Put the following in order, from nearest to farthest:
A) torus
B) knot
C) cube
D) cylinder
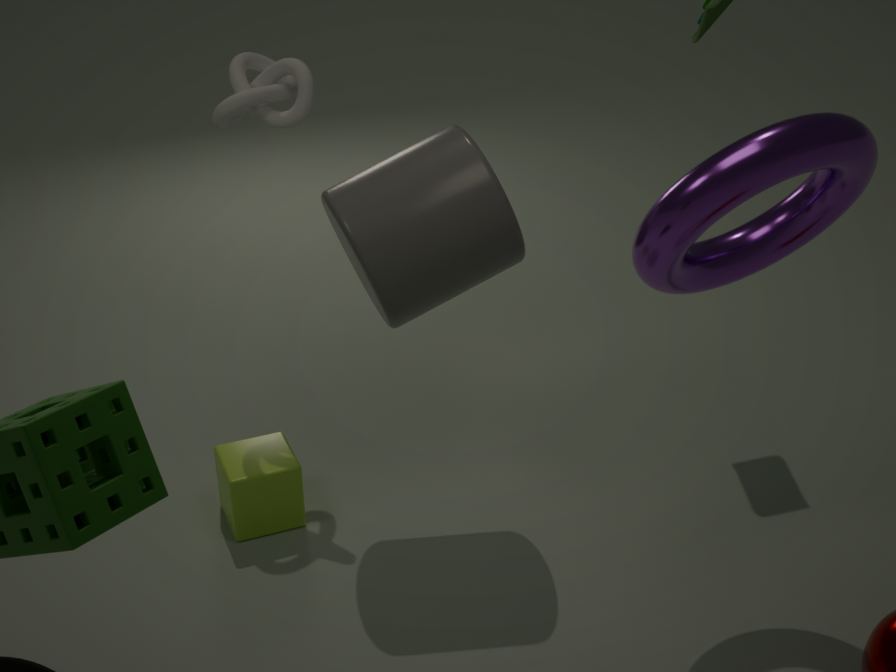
torus < cylinder < knot < cube
